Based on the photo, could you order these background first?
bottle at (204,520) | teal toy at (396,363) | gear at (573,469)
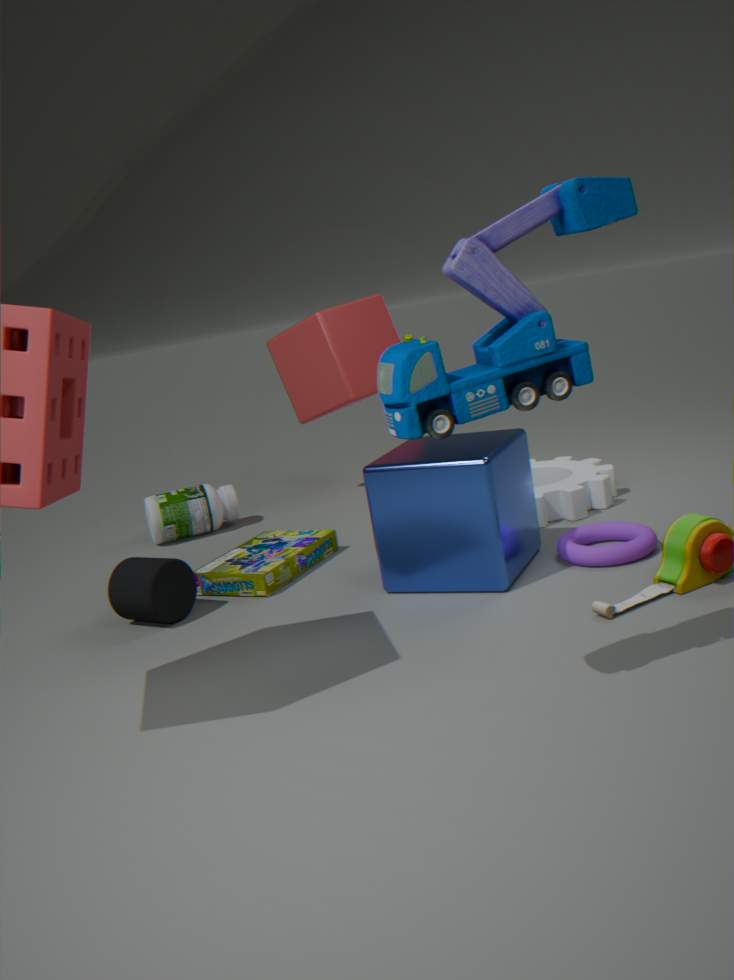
1. bottle at (204,520)
2. gear at (573,469)
3. teal toy at (396,363)
